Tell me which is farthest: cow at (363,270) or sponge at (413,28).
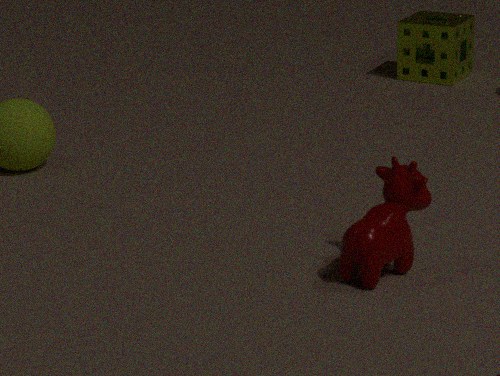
sponge at (413,28)
